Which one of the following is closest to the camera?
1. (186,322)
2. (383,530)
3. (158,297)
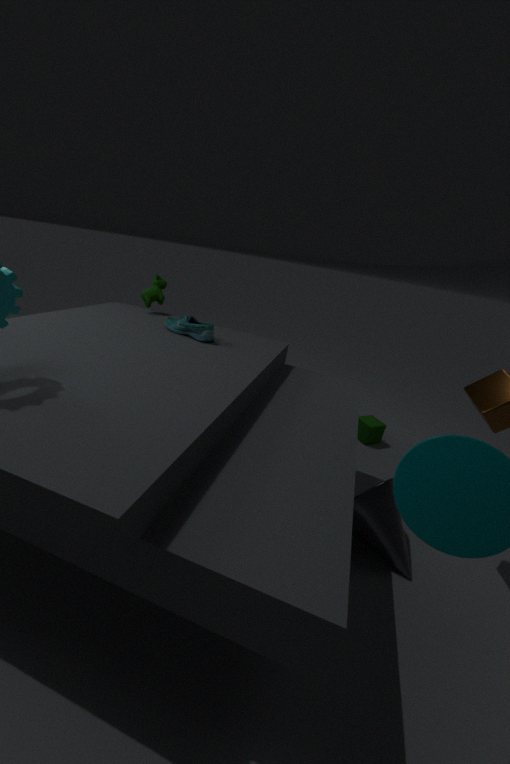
(383,530)
